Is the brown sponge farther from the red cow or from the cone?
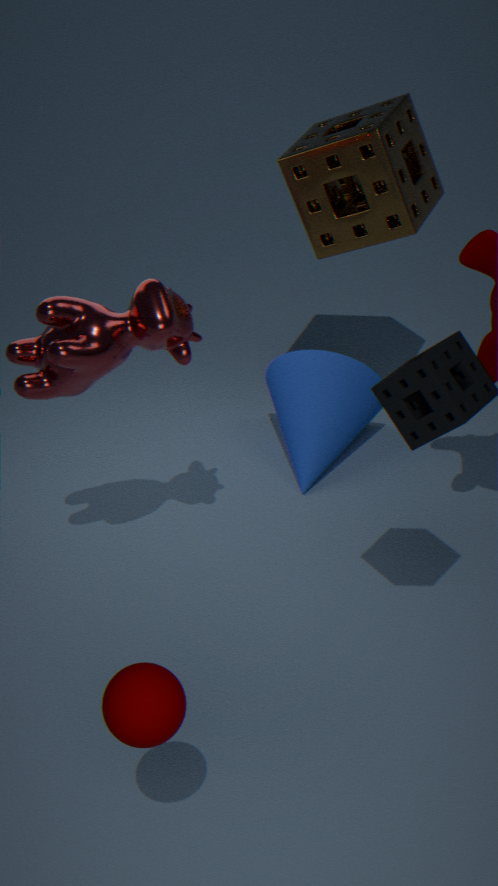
the red cow
